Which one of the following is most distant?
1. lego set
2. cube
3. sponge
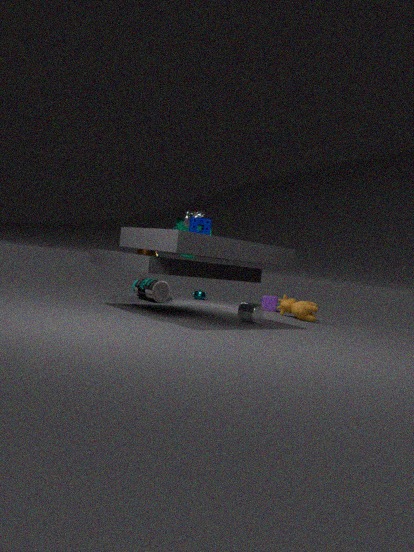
cube
